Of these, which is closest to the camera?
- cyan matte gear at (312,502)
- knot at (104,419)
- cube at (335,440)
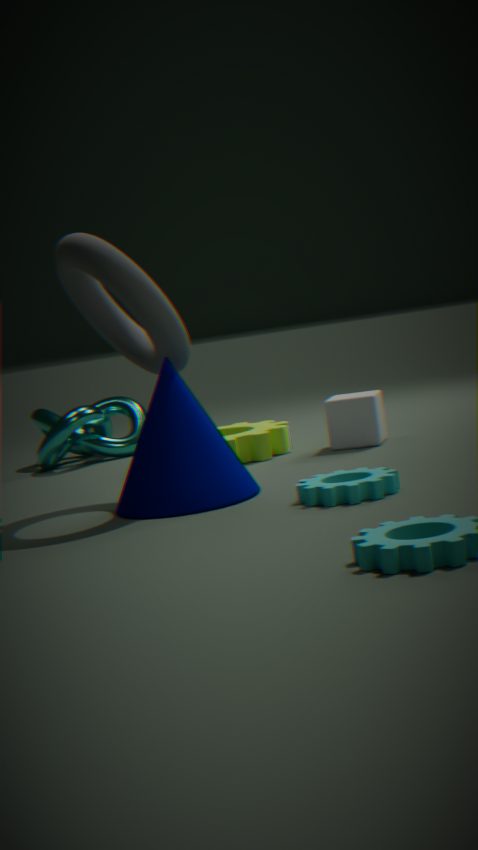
cyan matte gear at (312,502)
